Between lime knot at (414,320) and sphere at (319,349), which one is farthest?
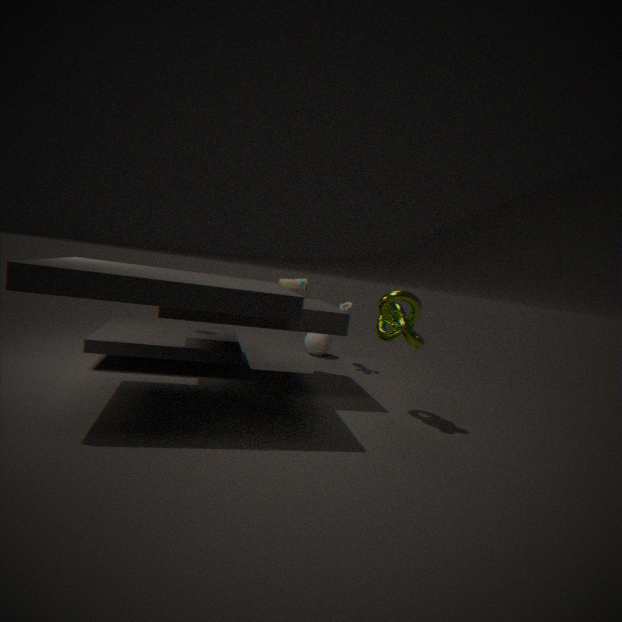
sphere at (319,349)
